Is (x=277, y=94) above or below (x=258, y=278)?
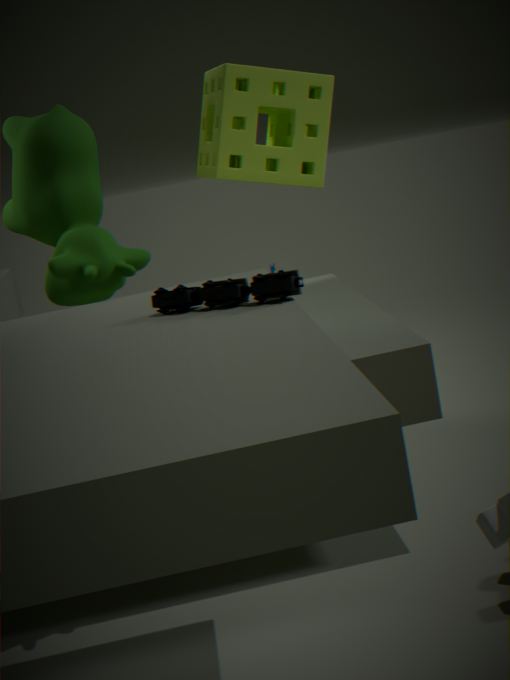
above
